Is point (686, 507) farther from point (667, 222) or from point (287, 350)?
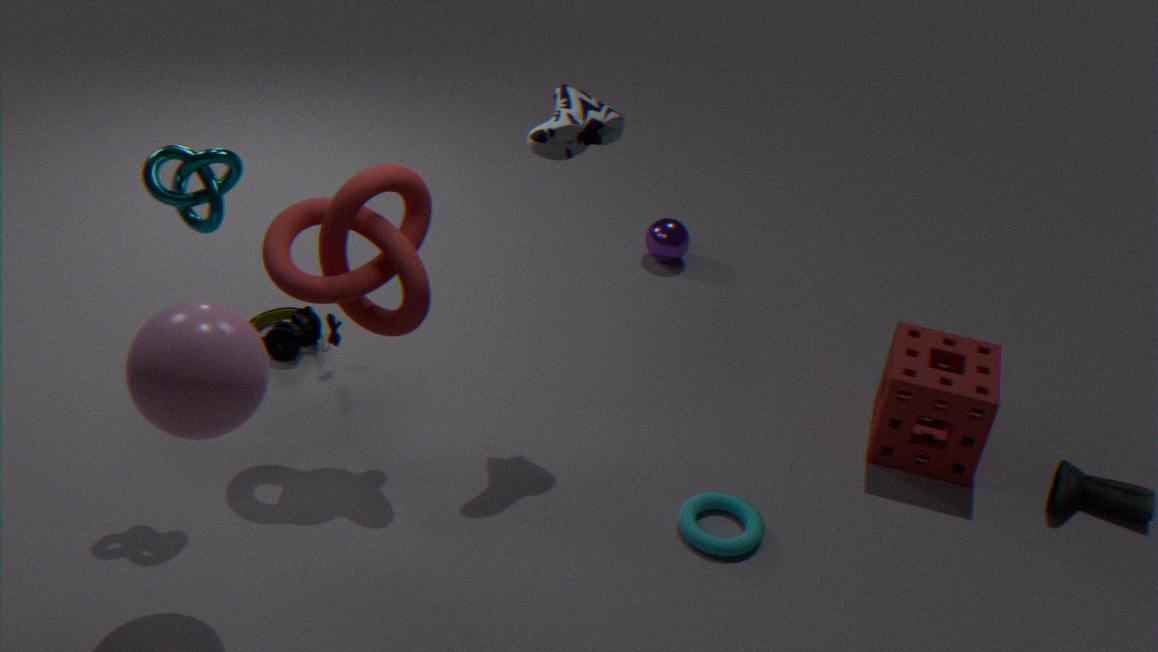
point (287, 350)
